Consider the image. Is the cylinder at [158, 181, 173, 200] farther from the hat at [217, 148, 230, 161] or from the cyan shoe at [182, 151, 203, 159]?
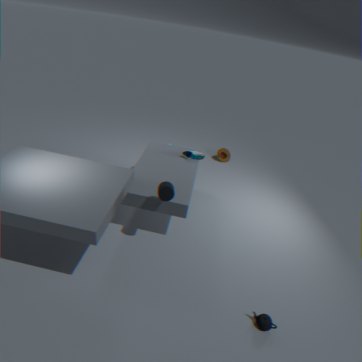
the hat at [217, 148, 230, 161]
